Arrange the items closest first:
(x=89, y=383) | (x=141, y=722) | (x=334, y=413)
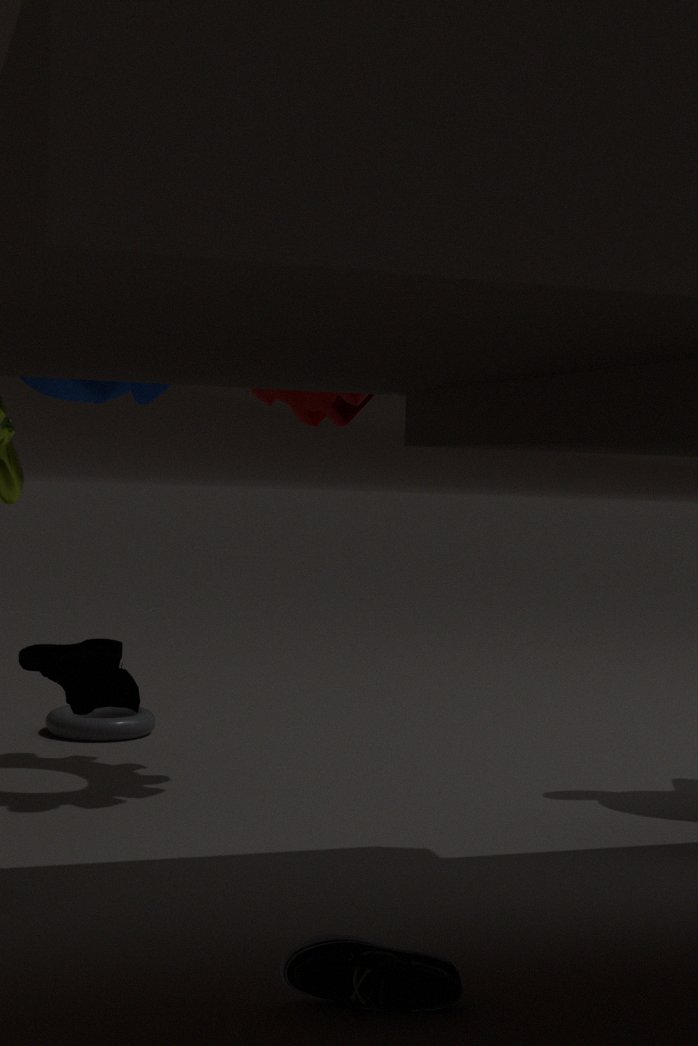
(x=89, y=383) < (x=334, y=413) < (x=141, y=722)
